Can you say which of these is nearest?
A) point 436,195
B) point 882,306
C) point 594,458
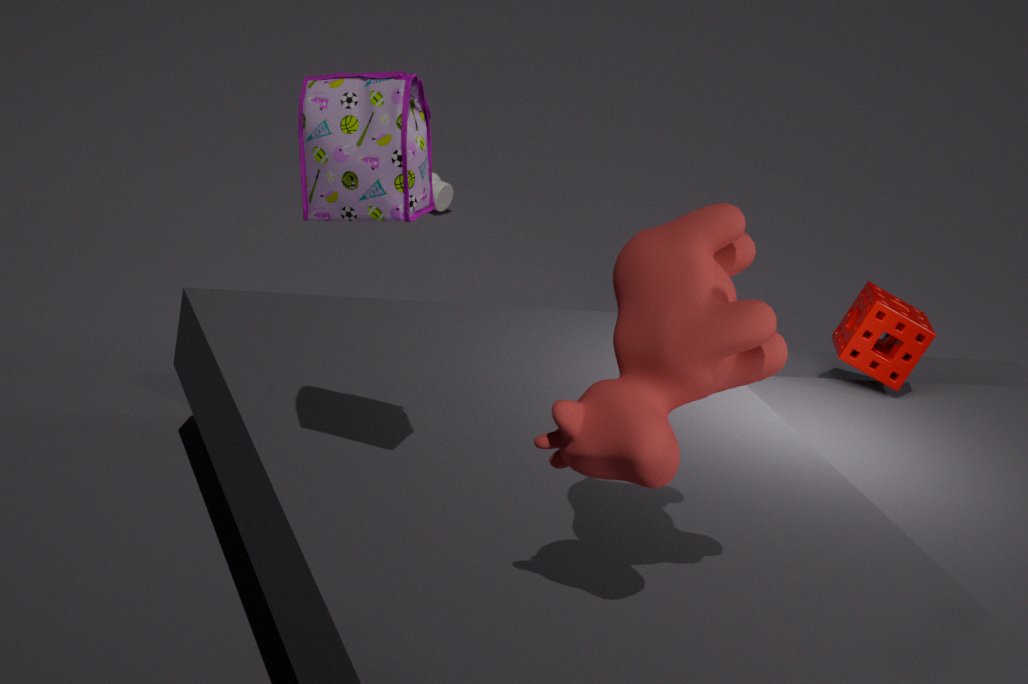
point 594,458
